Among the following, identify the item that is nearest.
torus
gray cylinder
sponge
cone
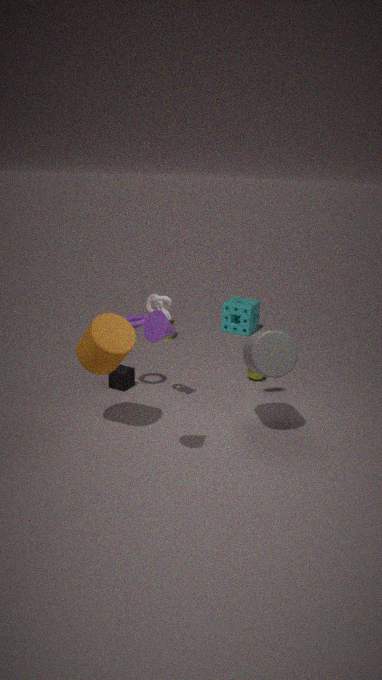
cone
